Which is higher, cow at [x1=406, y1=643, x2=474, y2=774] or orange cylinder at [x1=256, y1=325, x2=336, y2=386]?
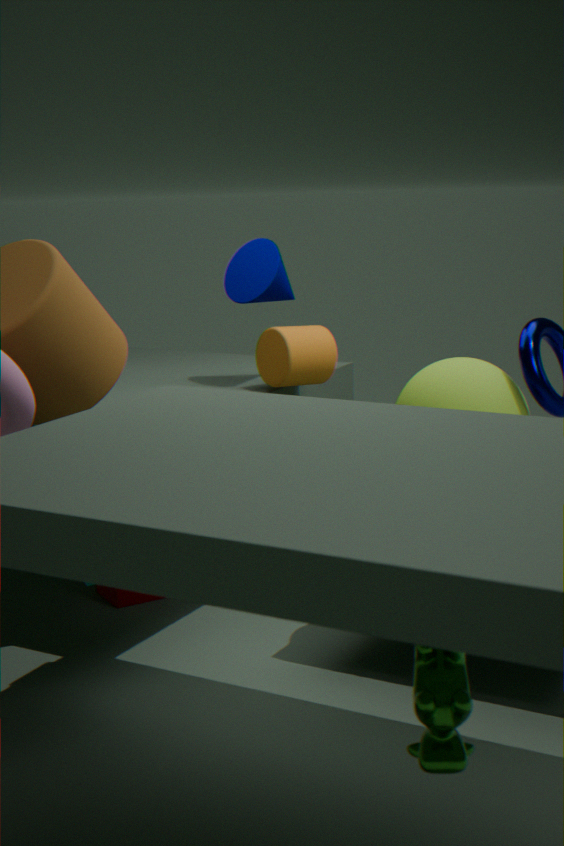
orange cylinder at [x1=256, y1=325, x2=336, y2=386]
